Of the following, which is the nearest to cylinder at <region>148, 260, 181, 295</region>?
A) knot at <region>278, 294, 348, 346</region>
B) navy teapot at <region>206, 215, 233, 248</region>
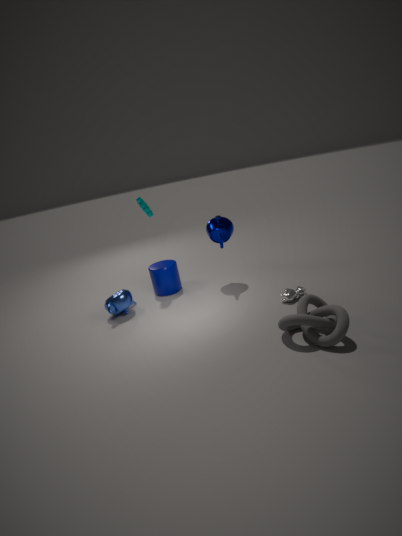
navy teapot at <region>206, 215, 233, 248</region>
